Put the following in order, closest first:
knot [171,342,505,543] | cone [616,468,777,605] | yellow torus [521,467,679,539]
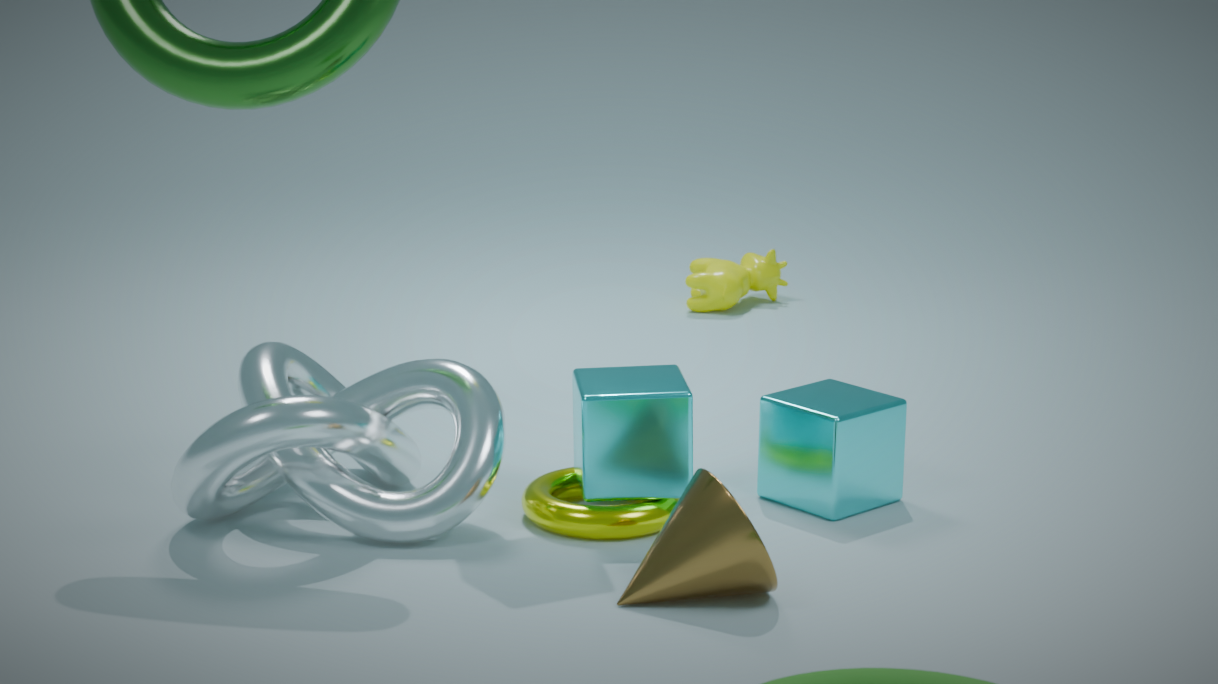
cone [616,468,777,605] → knot [171,342,505,543] → yellow torus [521,467,679,539]
